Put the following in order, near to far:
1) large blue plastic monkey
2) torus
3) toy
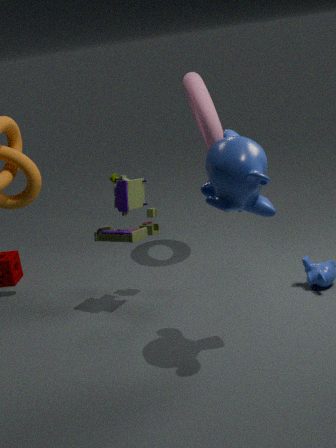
1. large blue plastic monkey
3. toy
2. torus
